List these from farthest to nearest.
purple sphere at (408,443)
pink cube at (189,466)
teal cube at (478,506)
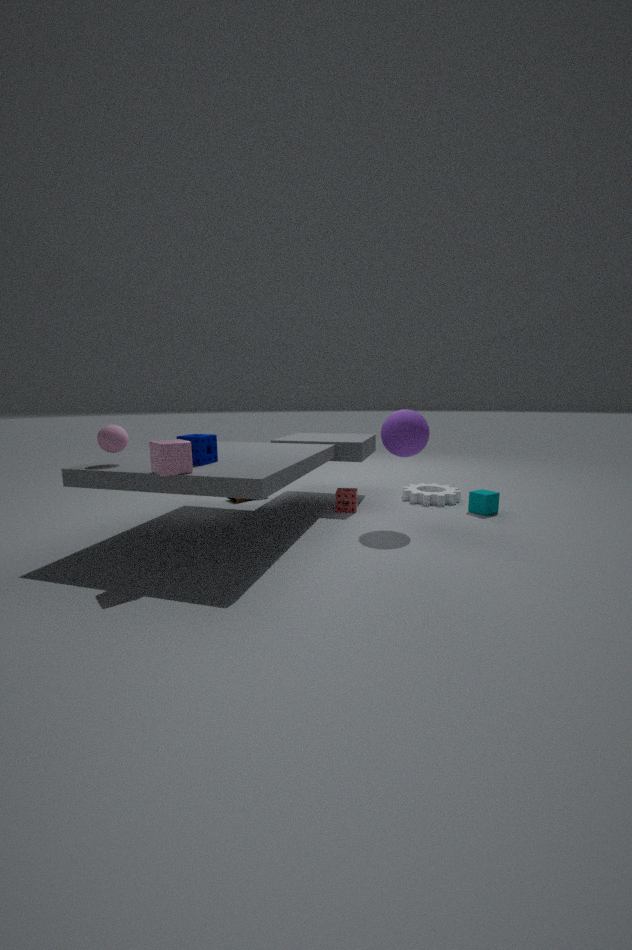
teal cube at (478,506)
purple sphere at (408,443)
pink cube at (189,466)
